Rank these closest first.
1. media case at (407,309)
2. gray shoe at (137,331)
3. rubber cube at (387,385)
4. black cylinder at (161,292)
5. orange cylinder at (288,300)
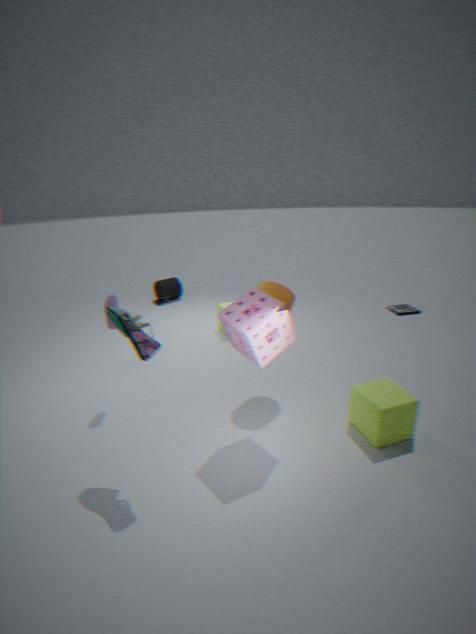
gray shoe at (137,331) → rubber cube at (387,385) → orange cylinder at (288,300) → media case at (407,309) → black cylinder at (161,292)
